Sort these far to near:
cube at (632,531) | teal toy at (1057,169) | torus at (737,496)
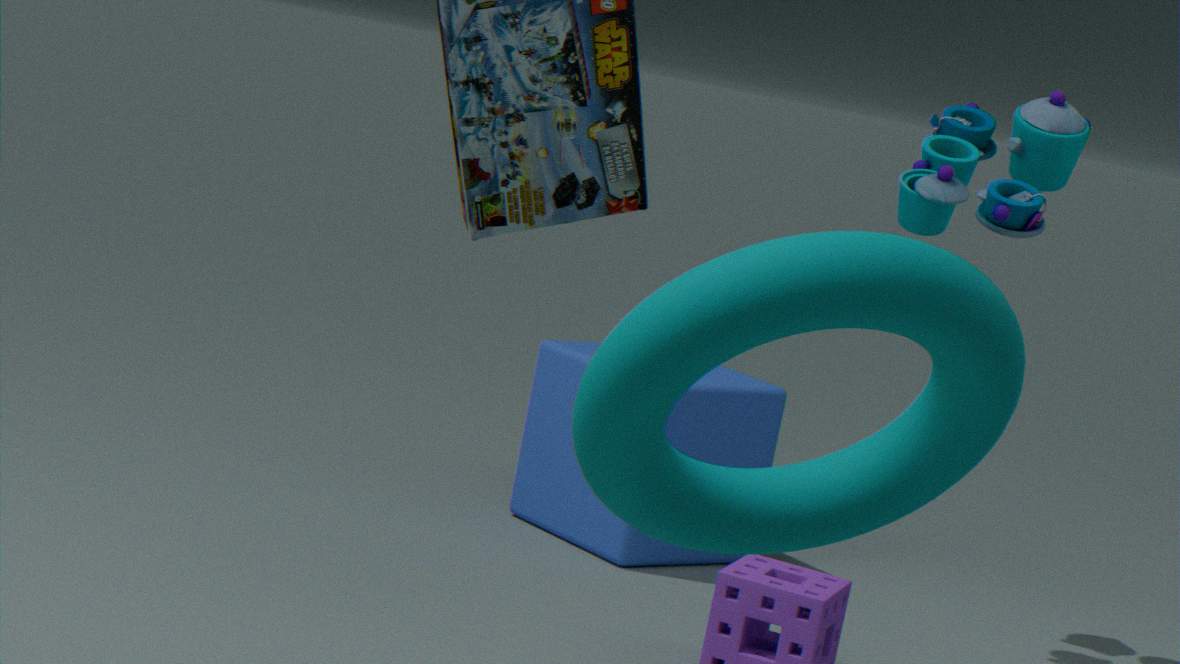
cube at (632,531) < teal toy at (1057,169) < torus at (737,496)
